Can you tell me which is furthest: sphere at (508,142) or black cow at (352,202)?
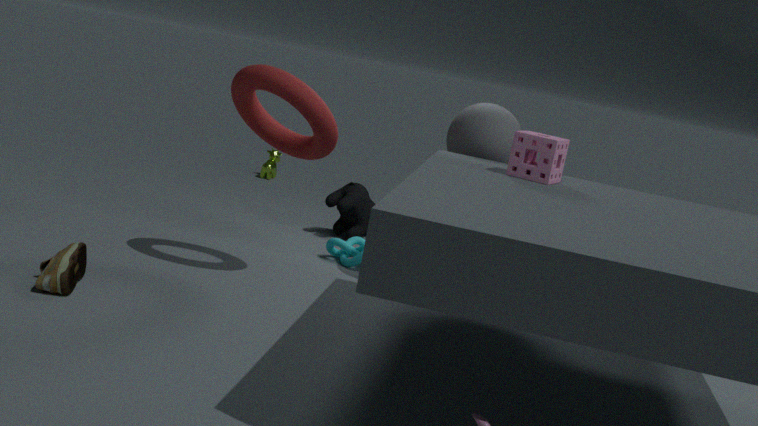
black cow at (352,202)
